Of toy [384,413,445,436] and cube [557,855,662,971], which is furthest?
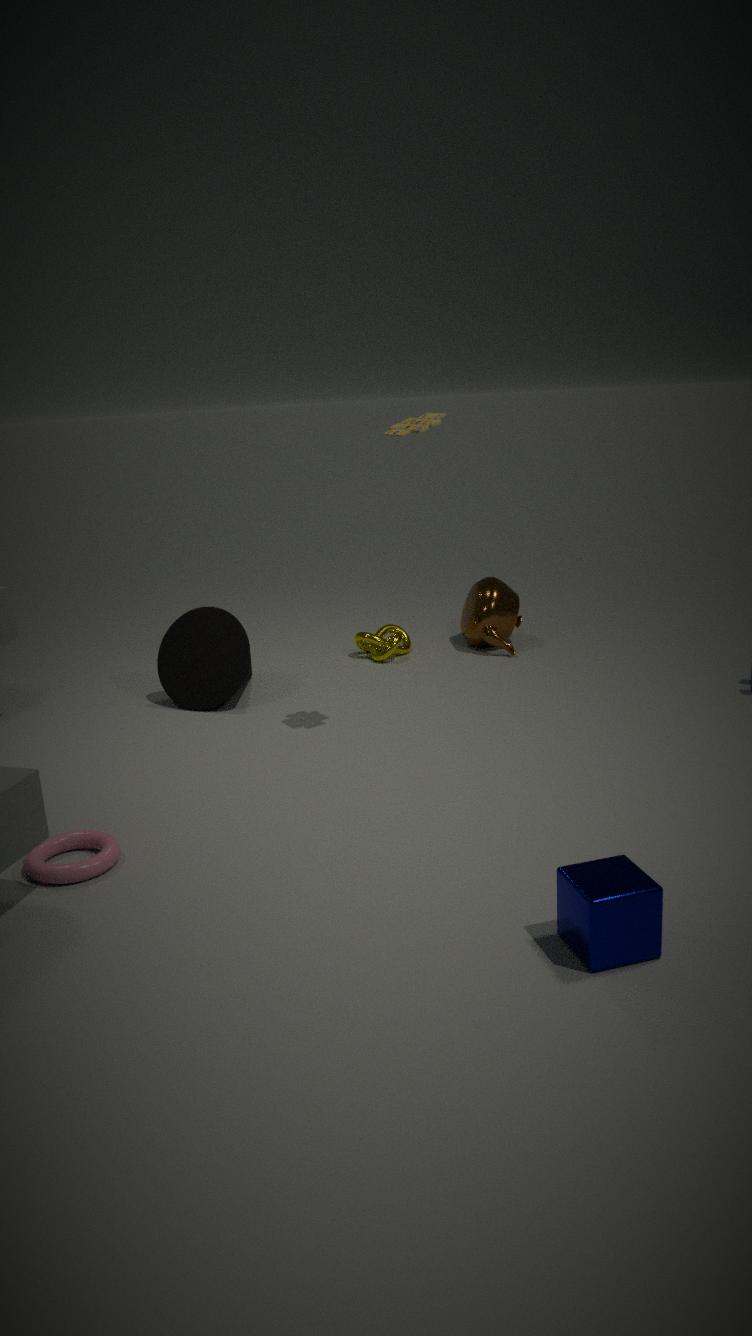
toy [384,413,445,436]
